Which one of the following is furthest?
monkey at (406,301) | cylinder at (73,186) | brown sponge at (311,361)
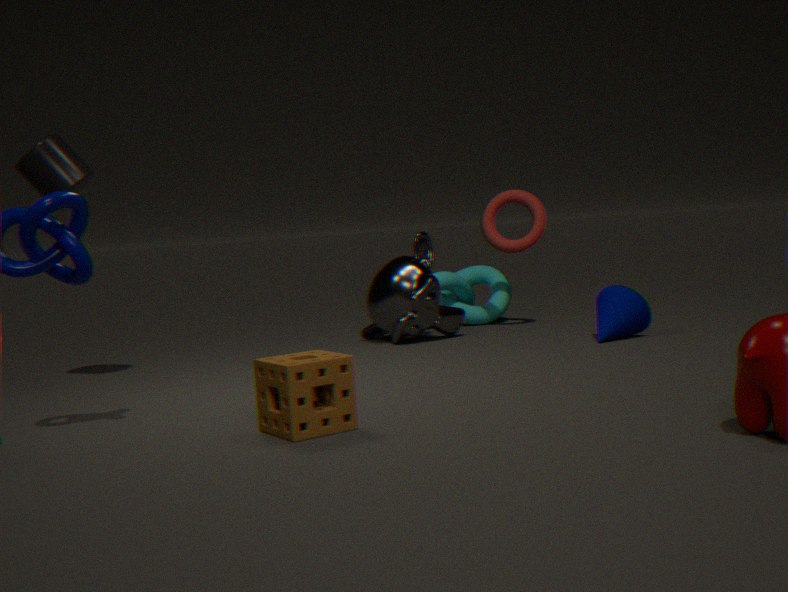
monkey at (406,301)
